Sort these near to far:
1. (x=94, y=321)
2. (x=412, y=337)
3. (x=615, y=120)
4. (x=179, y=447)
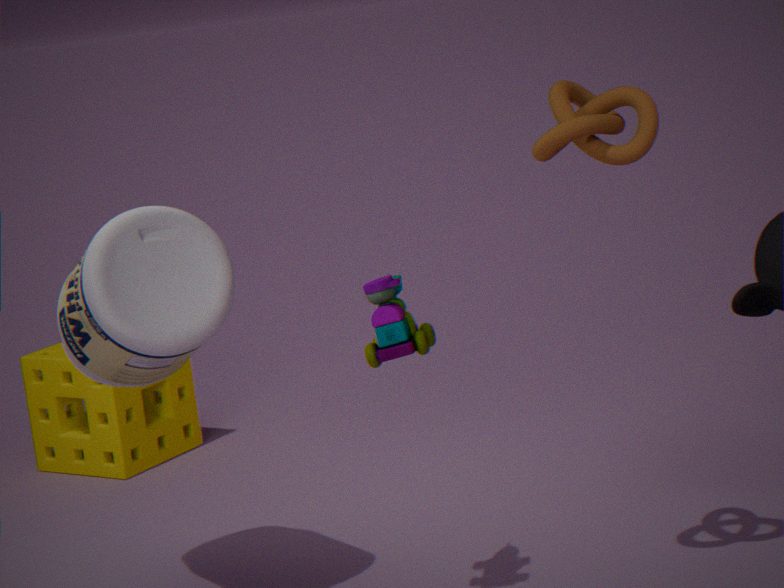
(x=615, y=120), (x=412, y=337), (x=94, y=321), (x=179, y=447)
